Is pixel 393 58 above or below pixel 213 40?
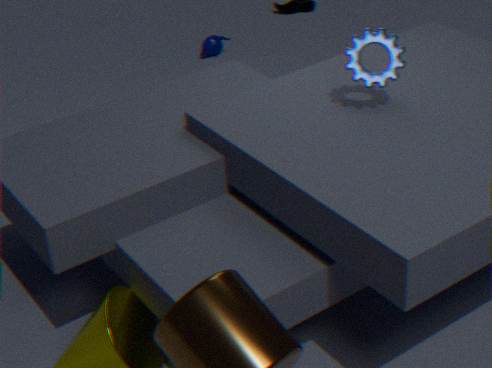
above
